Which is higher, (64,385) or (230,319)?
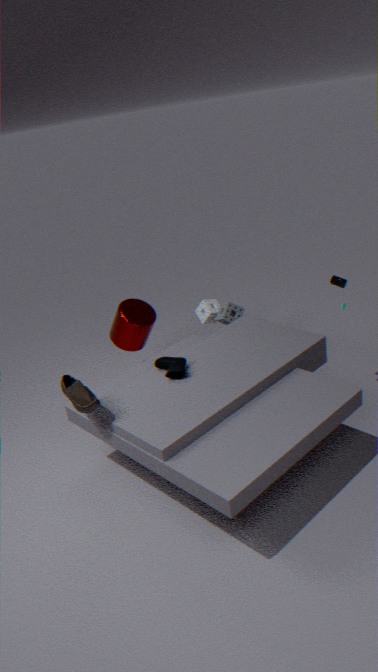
(64,385)
